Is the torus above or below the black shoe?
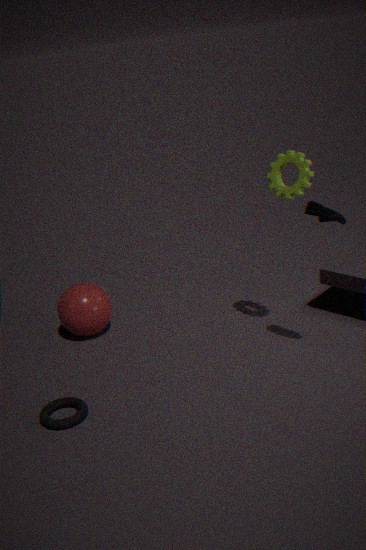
below
